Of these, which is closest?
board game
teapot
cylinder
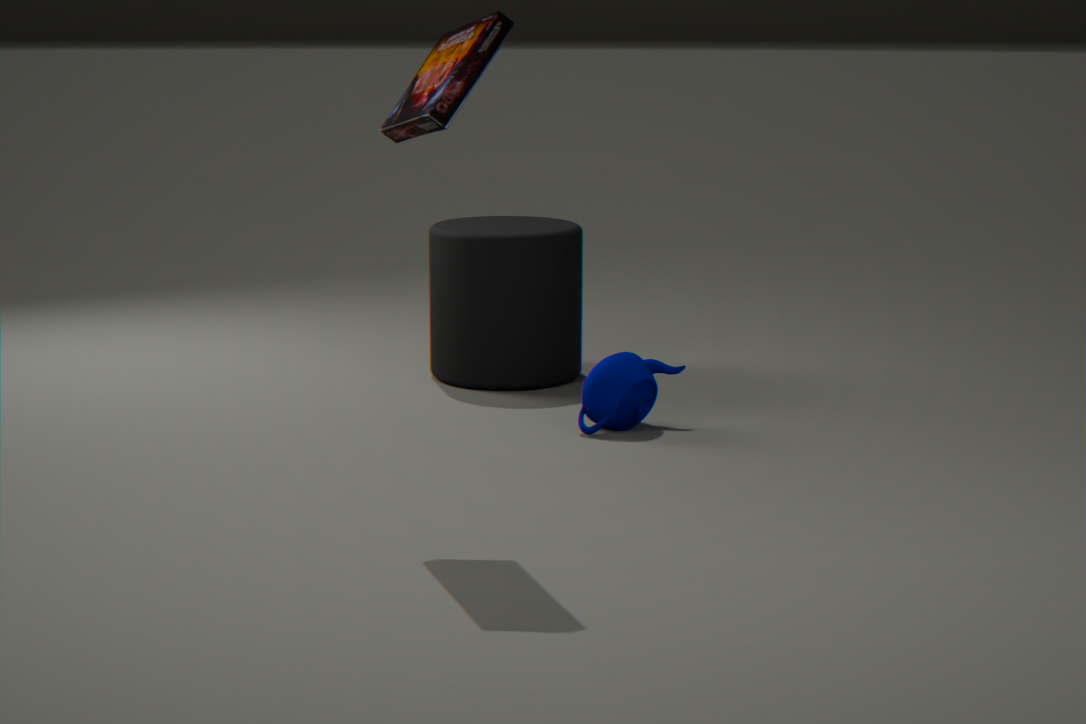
board game
